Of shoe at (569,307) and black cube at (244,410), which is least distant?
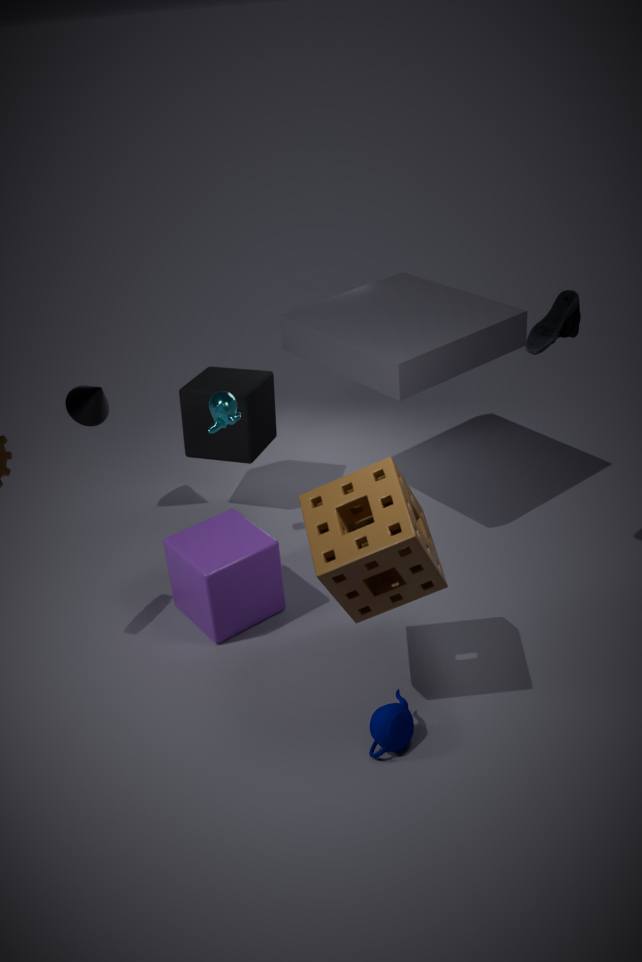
shoe at (569,307)
